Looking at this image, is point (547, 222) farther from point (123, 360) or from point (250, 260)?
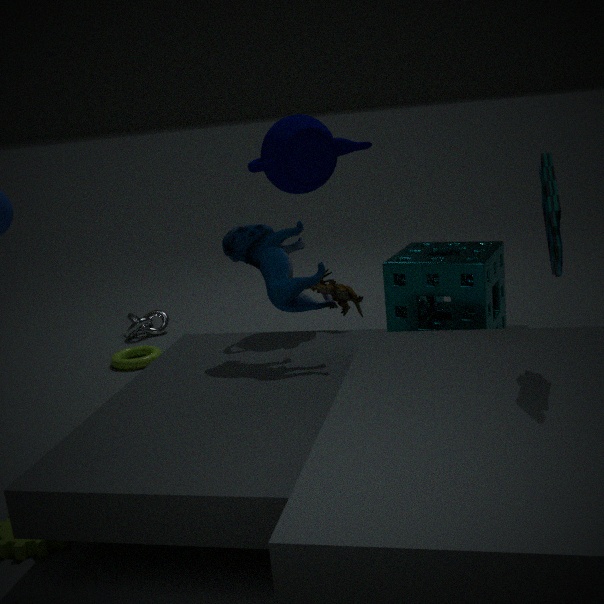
point (123, 360)
